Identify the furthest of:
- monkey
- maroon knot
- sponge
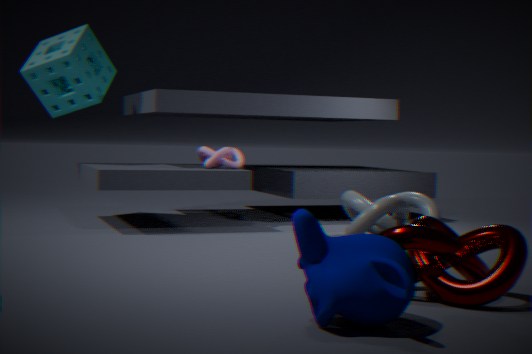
sponge
